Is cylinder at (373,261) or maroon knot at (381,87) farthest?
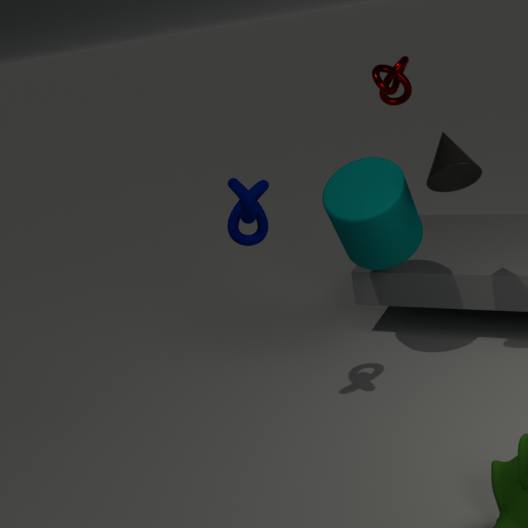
maroon knot at (381,87)
